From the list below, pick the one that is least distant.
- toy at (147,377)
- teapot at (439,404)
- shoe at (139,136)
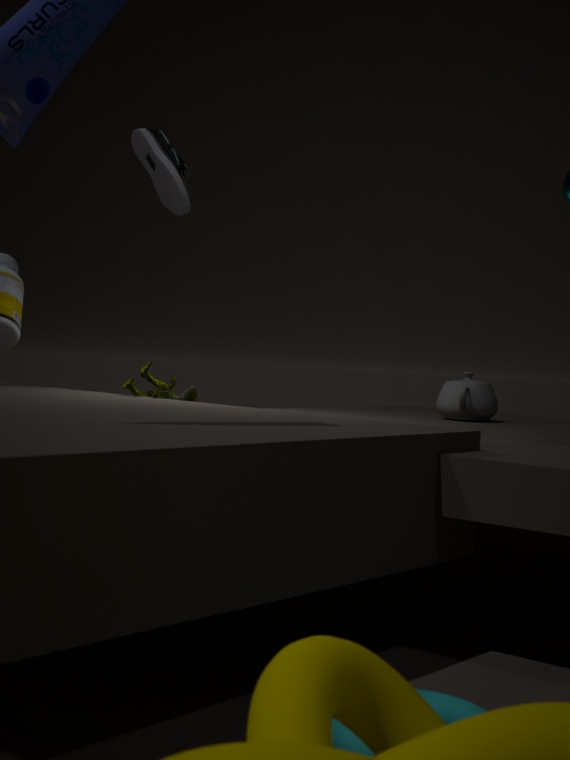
toy at (147,377)
